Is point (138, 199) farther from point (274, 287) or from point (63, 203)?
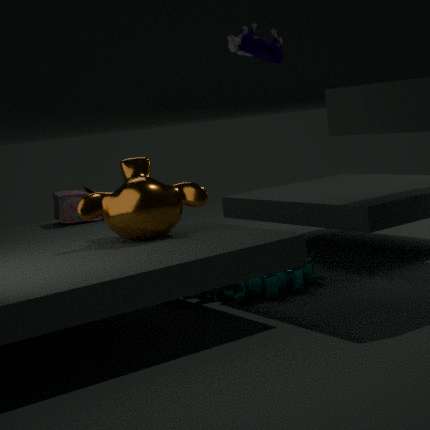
point (63, 203)
